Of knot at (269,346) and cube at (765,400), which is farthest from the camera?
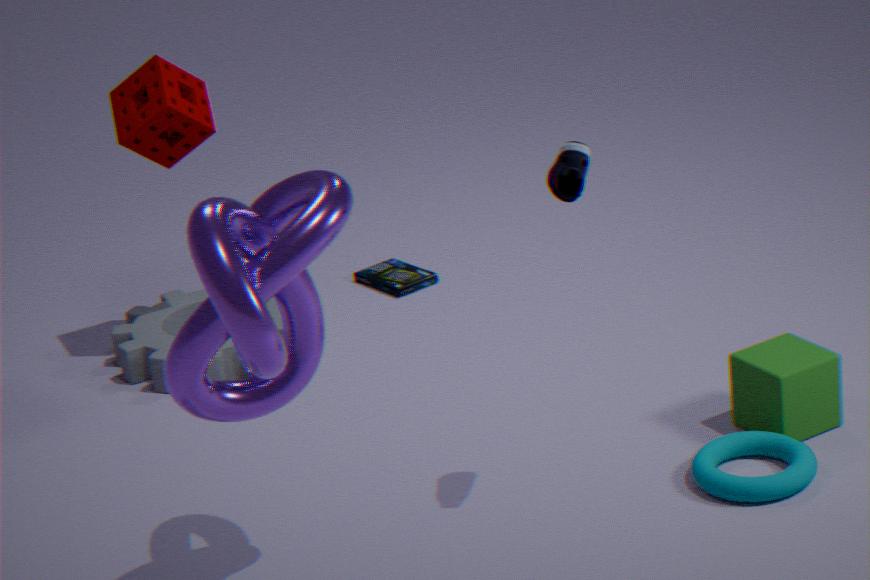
cube at (765,400)
